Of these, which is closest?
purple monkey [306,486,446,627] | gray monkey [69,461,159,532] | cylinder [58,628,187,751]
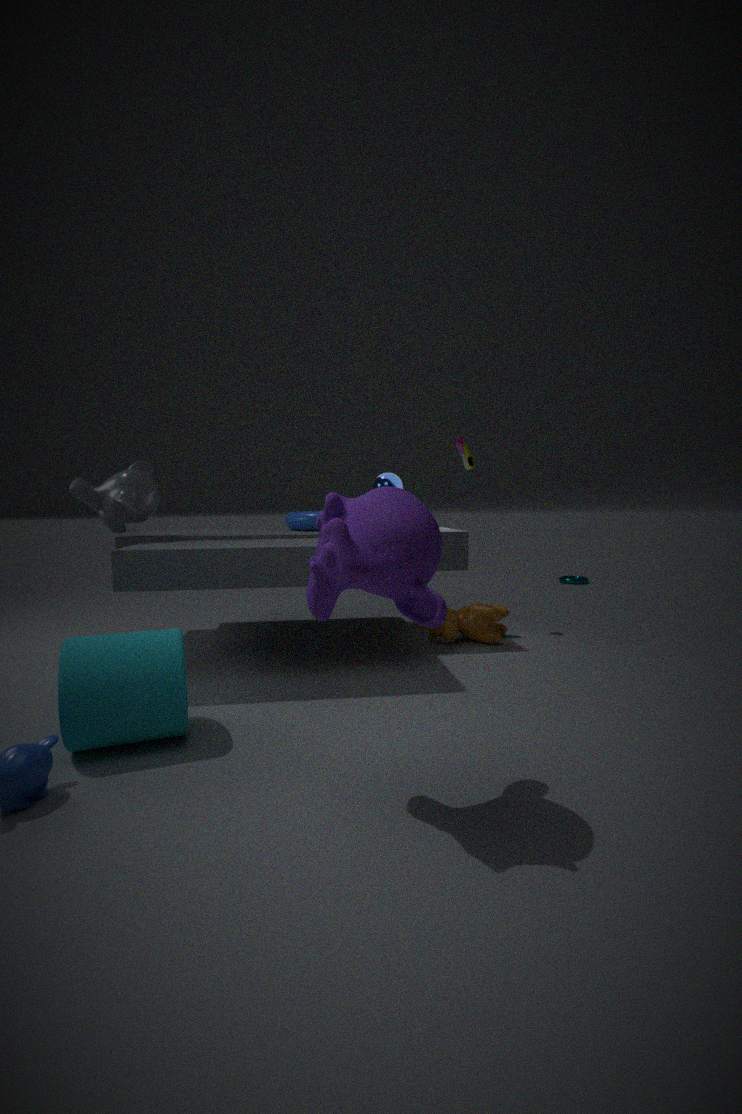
purple monkey [306,486,446,627]
